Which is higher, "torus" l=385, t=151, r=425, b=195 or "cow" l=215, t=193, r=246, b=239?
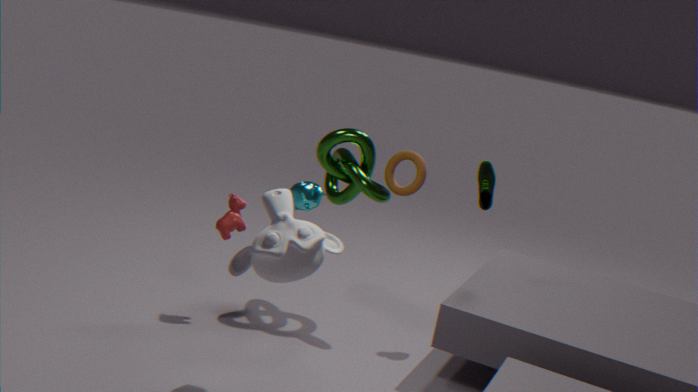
"torus" l=385, t=151, r=425, b=195
